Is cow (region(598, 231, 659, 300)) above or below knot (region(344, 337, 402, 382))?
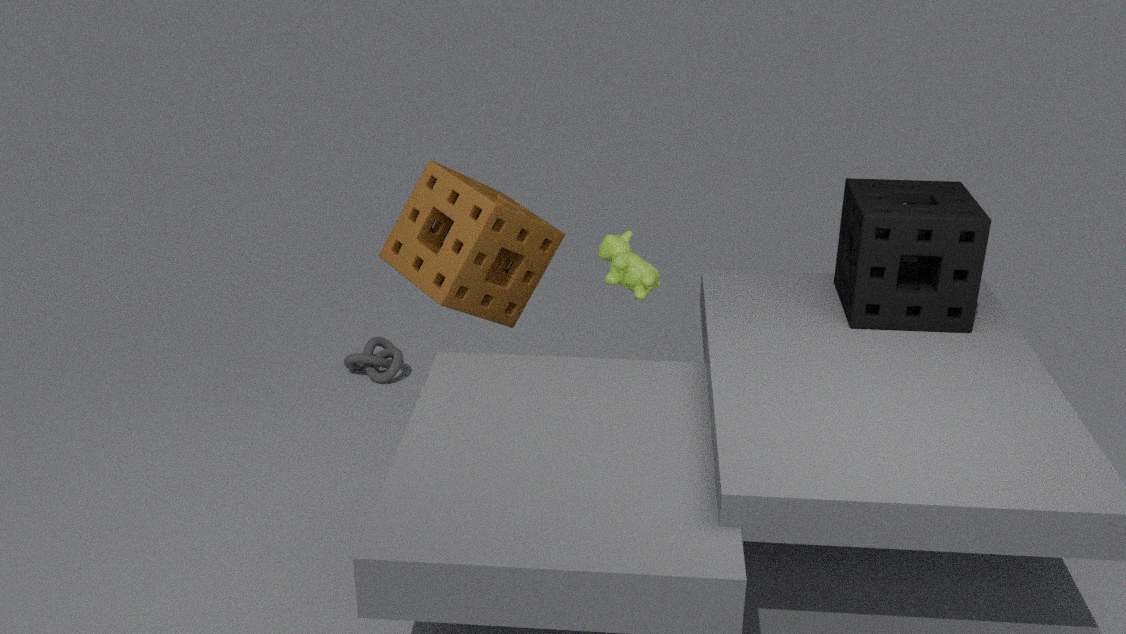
above
